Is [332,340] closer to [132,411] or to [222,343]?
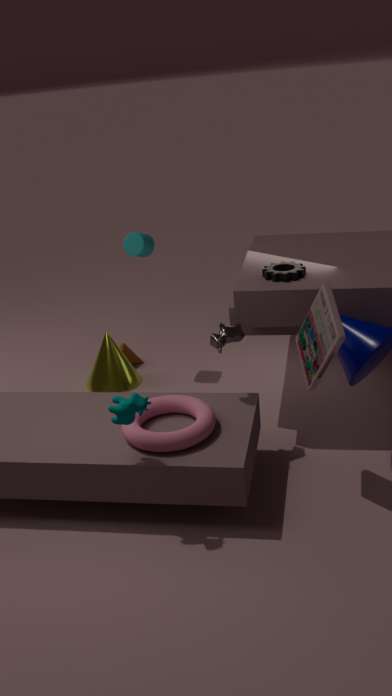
[222,343]
